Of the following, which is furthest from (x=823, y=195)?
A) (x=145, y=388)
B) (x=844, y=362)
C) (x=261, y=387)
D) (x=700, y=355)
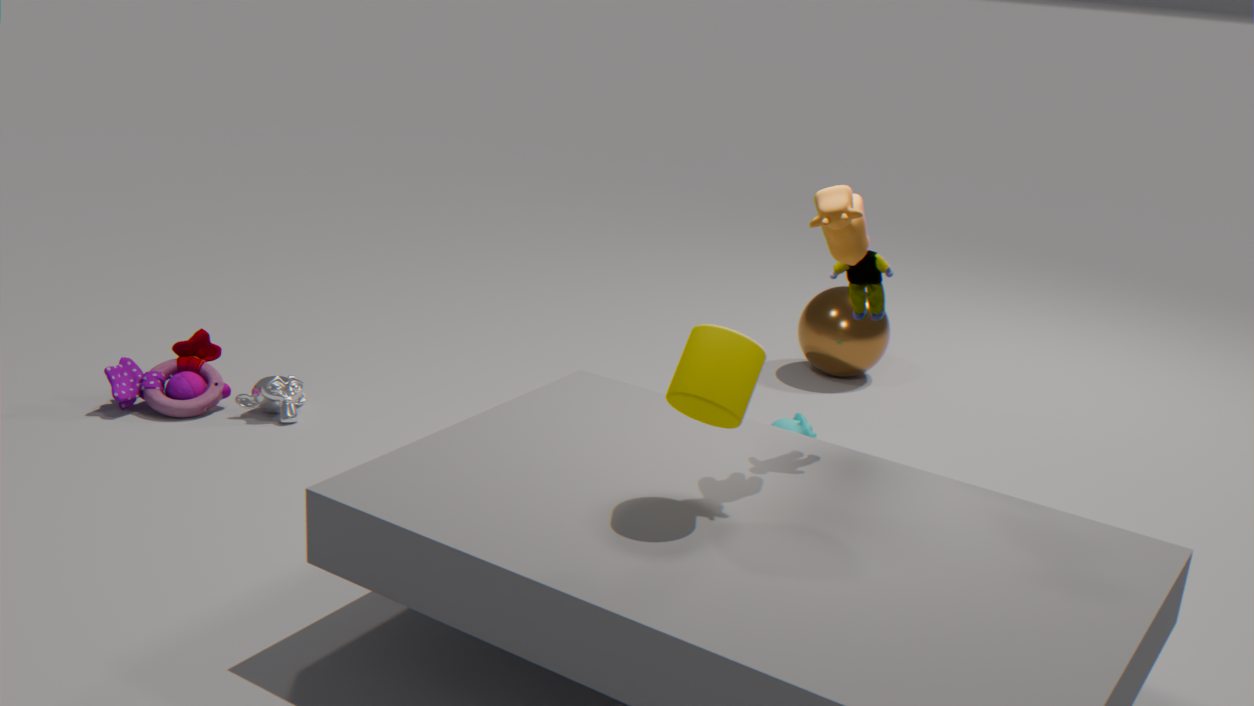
(x=145, y=388)
